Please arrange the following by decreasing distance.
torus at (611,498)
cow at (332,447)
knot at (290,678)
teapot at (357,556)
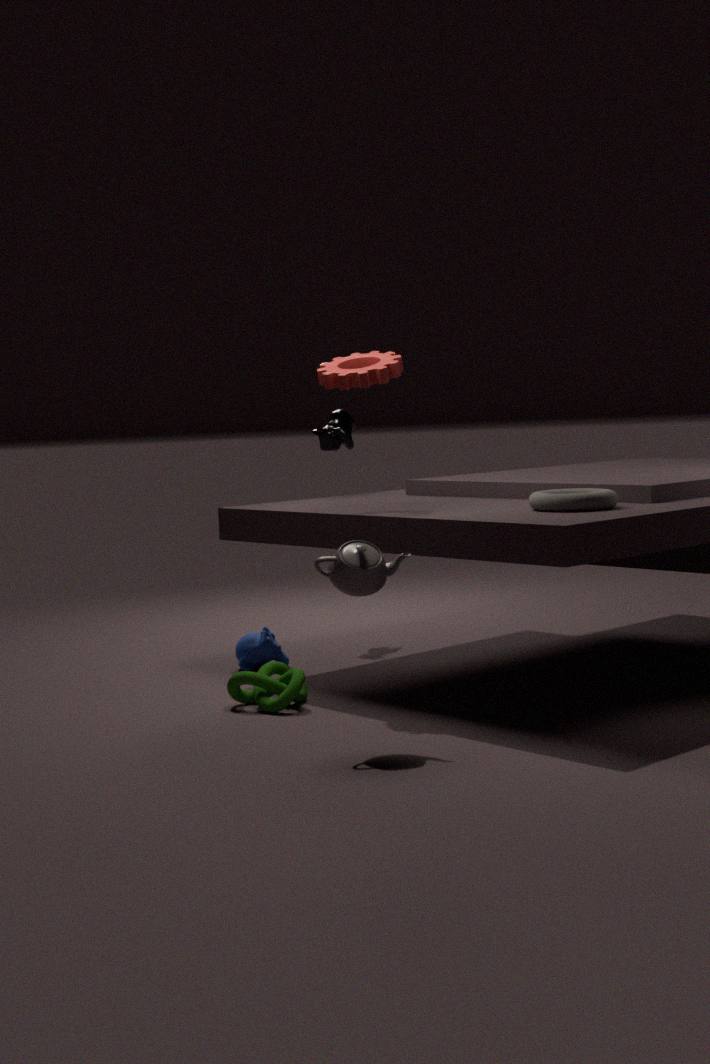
1. cow at (332,447)
2. knot at (290,678)
3. torus at (611,498)
4. teapot at (357,556)
